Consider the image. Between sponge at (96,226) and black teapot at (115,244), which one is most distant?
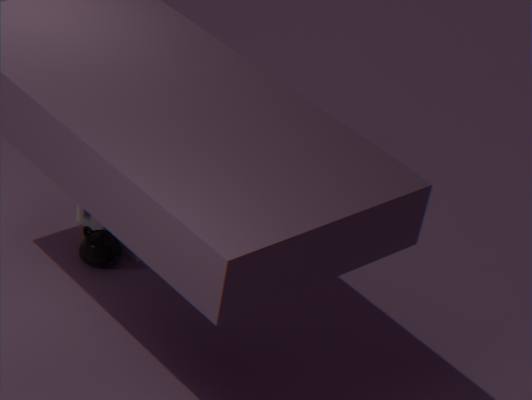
sponge at (96,226)
